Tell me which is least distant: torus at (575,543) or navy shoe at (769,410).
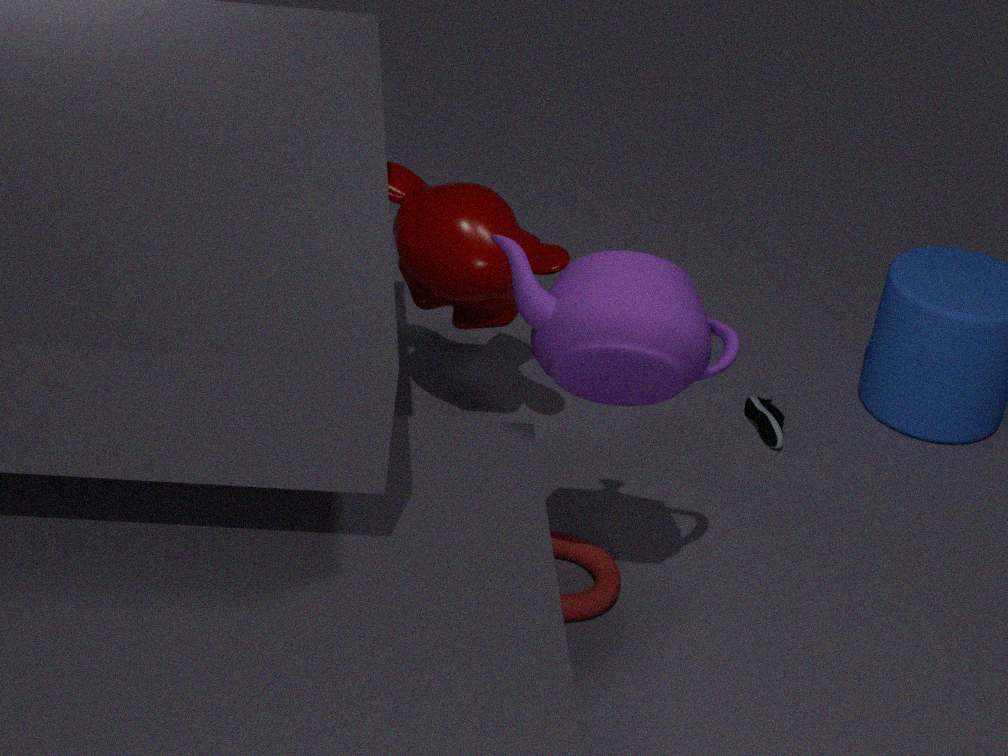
torus at (575,543)
